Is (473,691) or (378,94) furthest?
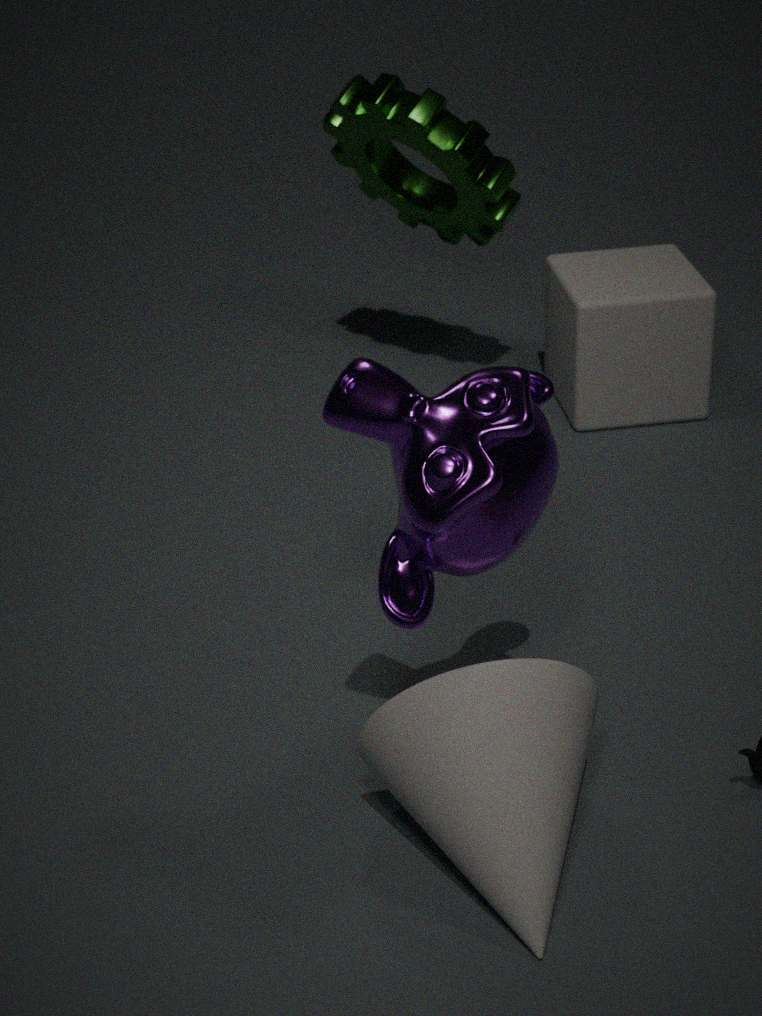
(378,94)
